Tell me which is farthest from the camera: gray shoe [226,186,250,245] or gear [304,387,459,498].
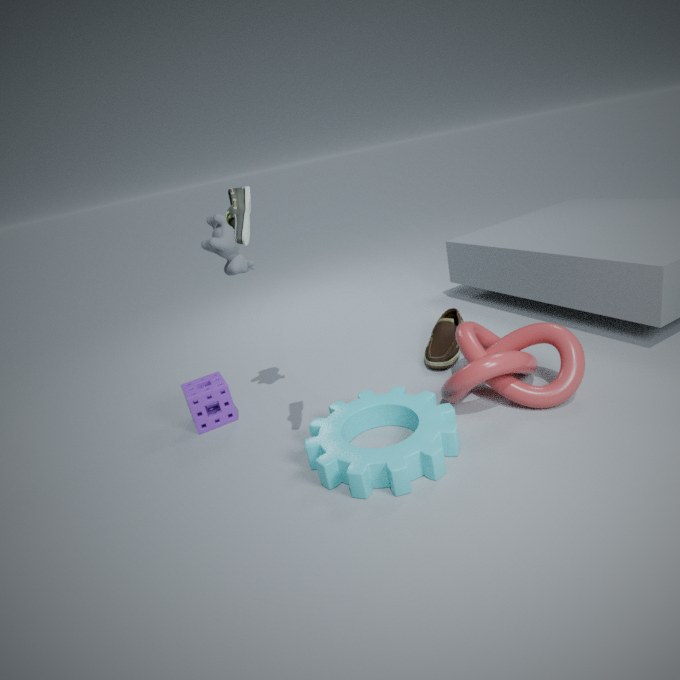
gear [304,387,459,498]
